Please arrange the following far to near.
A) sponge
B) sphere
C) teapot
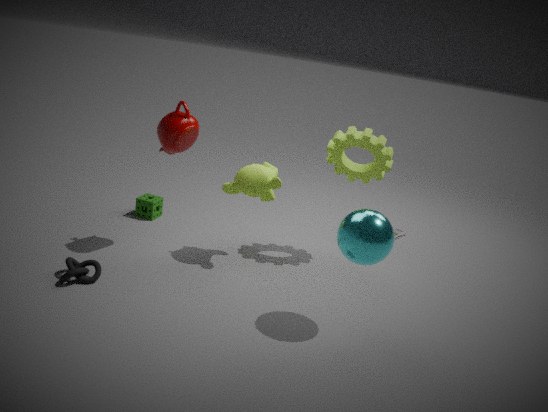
1. sponge
2. teapot
3. sphere
